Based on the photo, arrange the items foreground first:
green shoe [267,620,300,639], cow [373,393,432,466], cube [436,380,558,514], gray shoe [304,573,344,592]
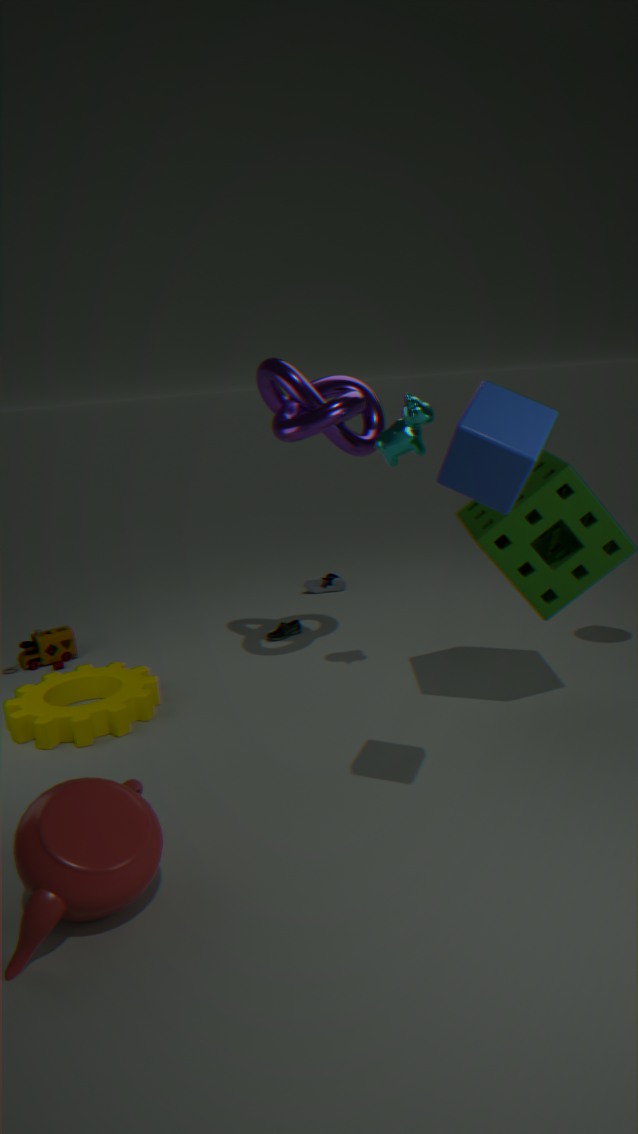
cube [436,380,558,514] < cow [373,393,432,466] < green shoe [267,620,300,639] < gray shoe [304,573,344,592]
